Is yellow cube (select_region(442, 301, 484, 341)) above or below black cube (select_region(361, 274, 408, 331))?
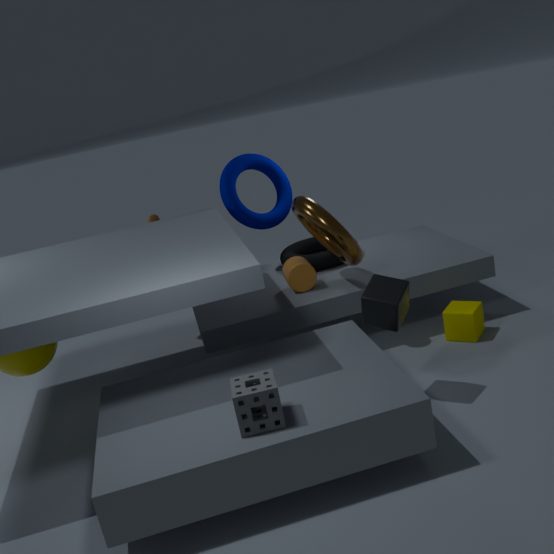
below
